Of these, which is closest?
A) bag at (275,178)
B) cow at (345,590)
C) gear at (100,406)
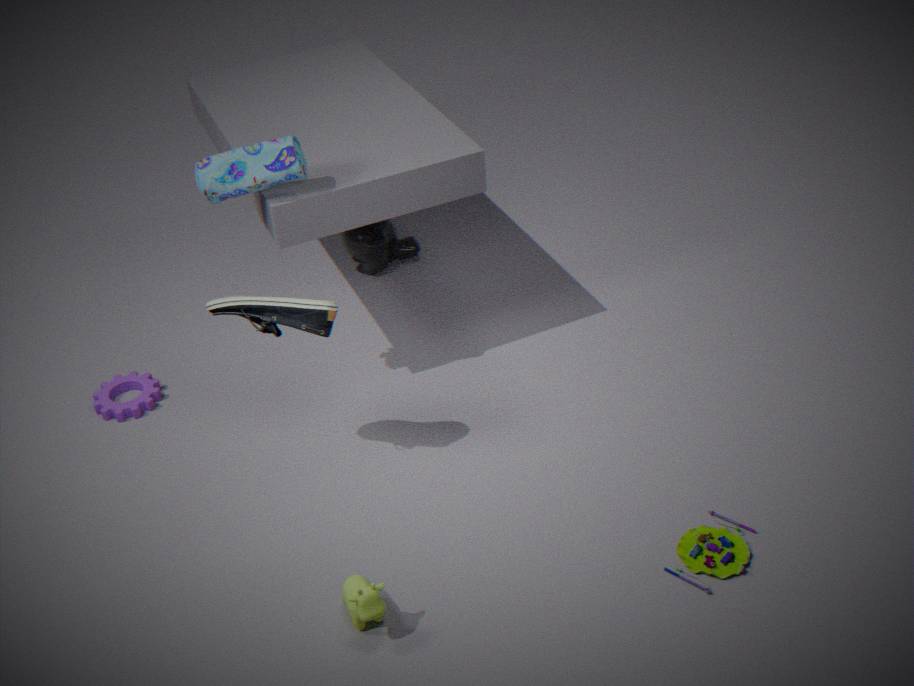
cow at (345,590)
